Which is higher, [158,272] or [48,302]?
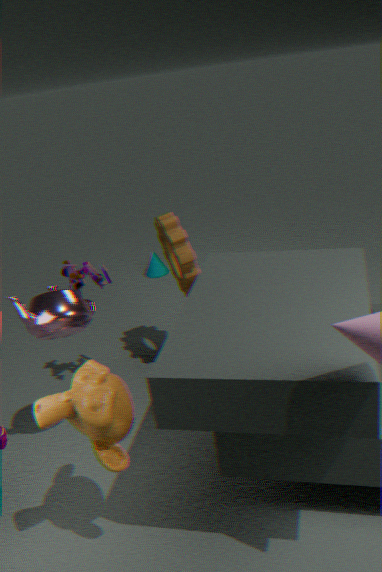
[48,302]
